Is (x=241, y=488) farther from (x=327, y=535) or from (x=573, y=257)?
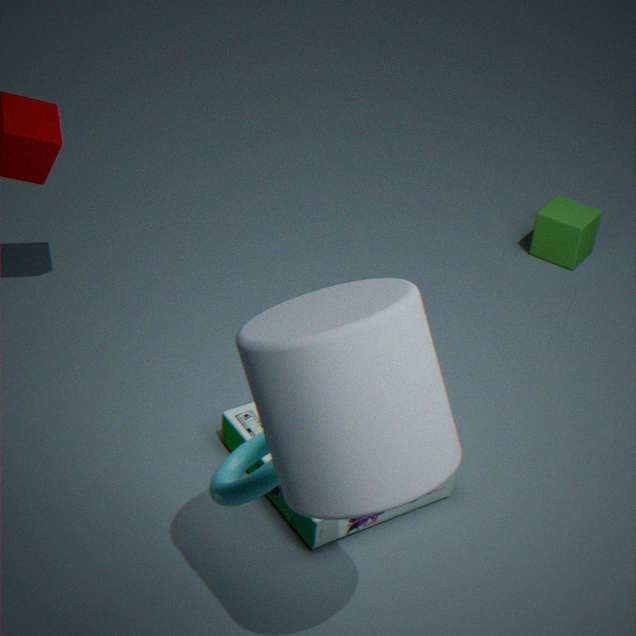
(x=573, y=257)
